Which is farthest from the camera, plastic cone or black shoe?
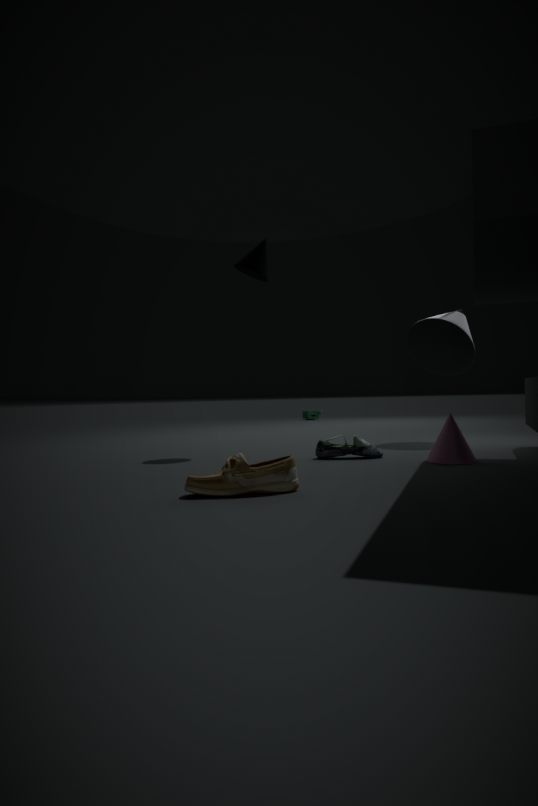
plastic cone
